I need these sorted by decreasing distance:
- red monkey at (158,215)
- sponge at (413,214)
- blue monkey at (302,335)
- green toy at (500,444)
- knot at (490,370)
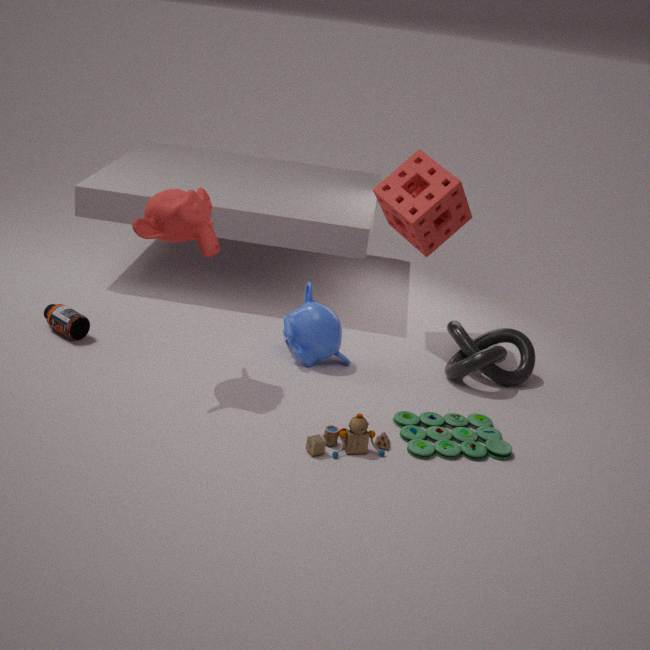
1. sponge at (413,214)
2. blue monkey at (302,335)
3. knot at (490,370)
4. green toy at (500,444)
5. red monkey at (158,215)
